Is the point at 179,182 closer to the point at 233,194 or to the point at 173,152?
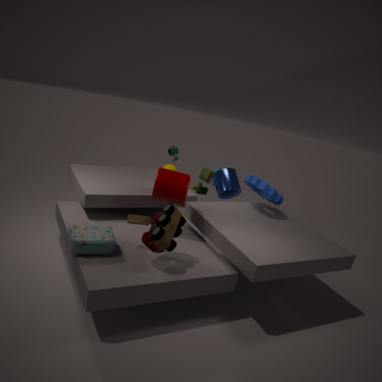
the point at 173,152
